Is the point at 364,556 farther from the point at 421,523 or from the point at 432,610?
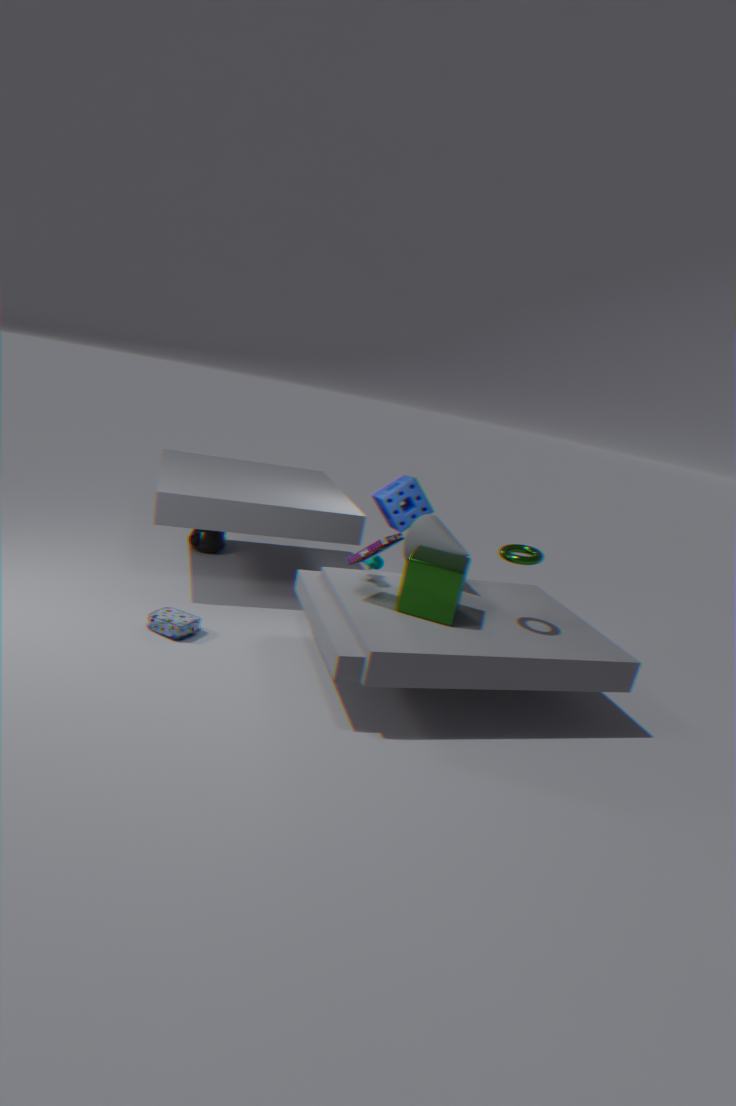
the point at 421,523
